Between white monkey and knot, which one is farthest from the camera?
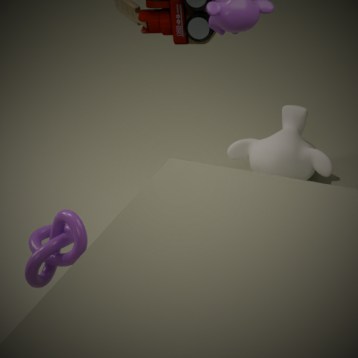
white monkey
